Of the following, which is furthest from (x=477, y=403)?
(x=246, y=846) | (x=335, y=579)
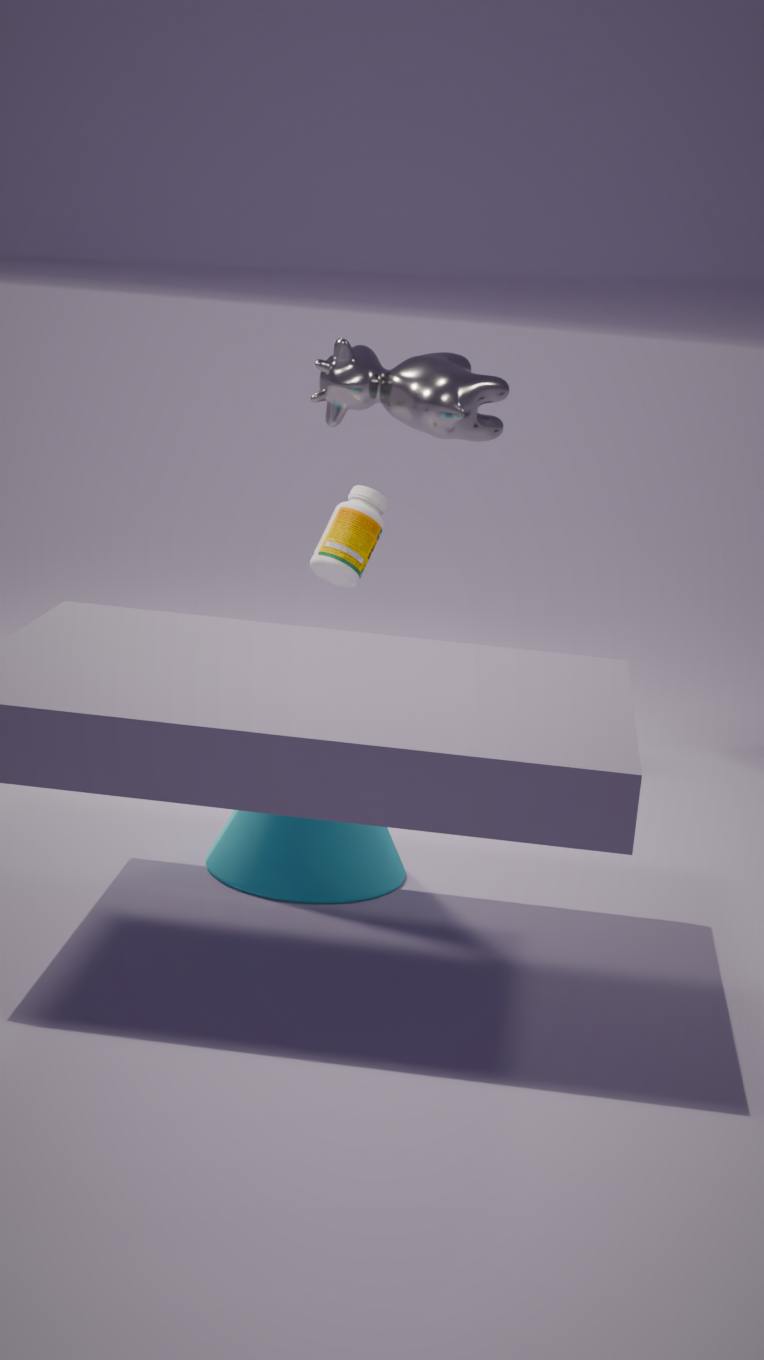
(x=246, y=846)
